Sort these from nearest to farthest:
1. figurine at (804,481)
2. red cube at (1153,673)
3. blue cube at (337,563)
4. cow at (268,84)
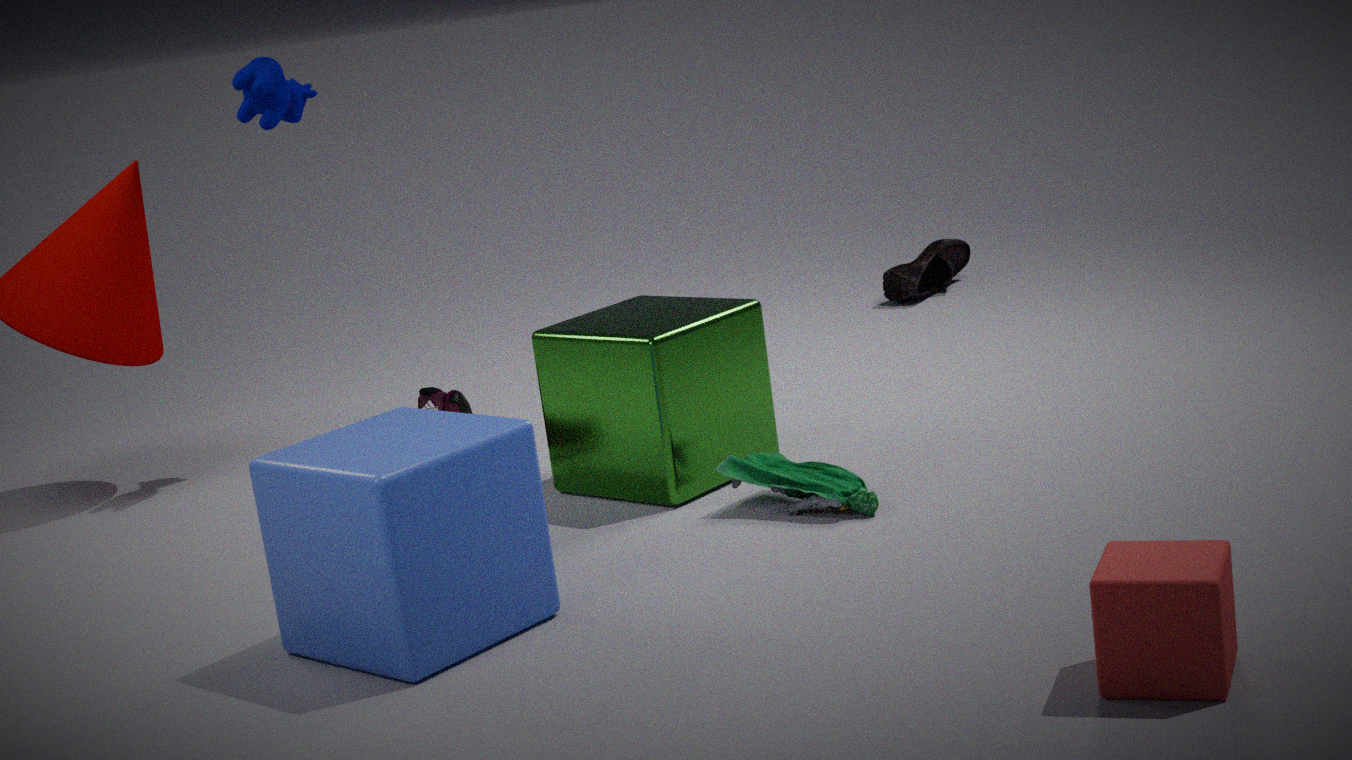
1. red cube at (1153,673)
2. blue cube at (337,563)
3. figurine at (804,481)
4. cow at (268,84)
